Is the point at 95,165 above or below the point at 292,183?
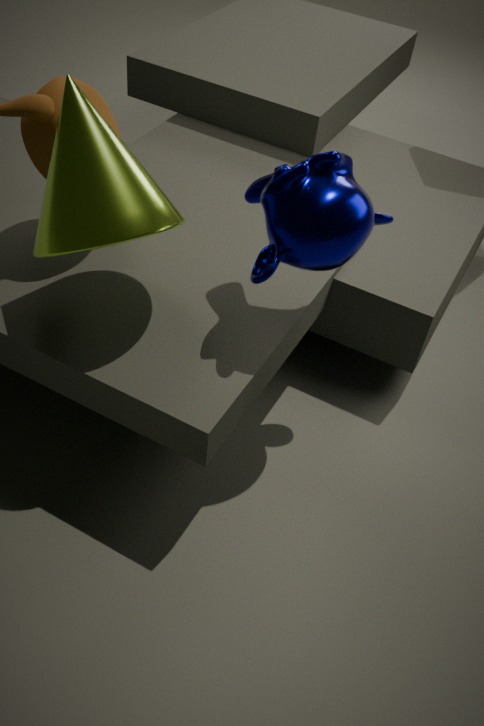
below
